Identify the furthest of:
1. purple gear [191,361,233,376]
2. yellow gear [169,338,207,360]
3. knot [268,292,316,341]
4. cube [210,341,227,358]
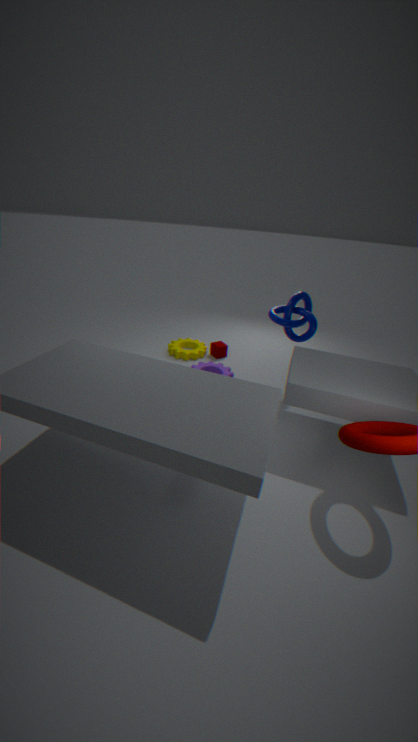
cube [210,341,227,358]
